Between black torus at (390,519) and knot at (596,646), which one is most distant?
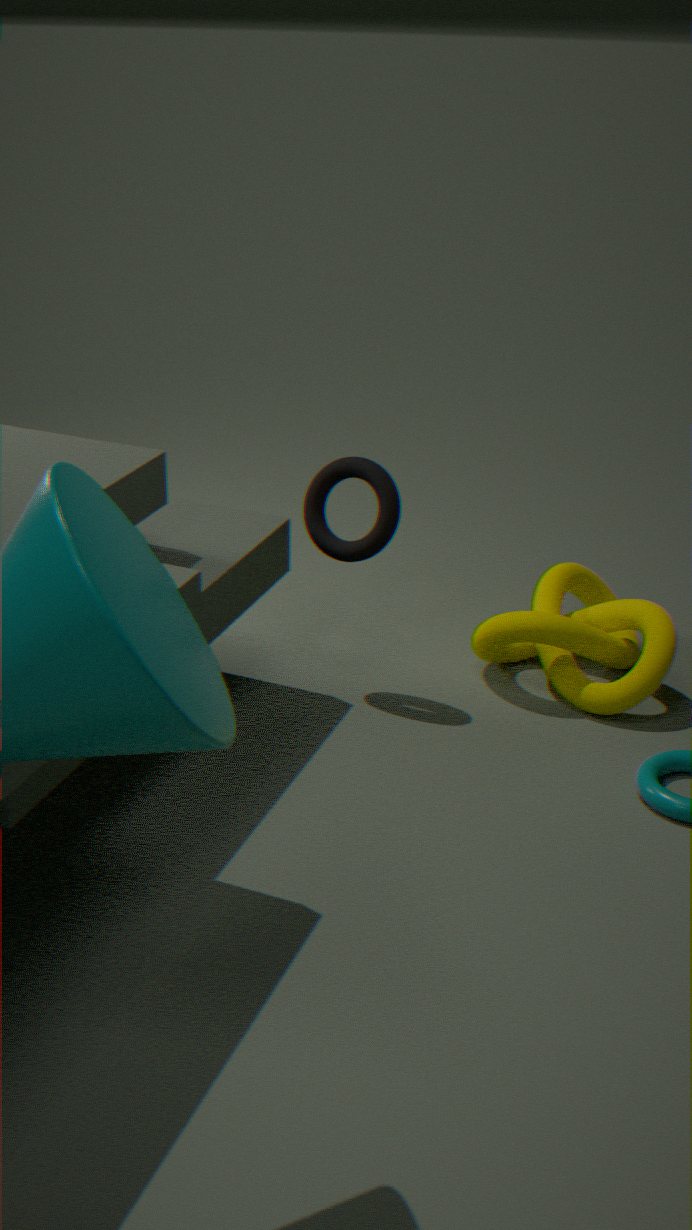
knot at (596,646)
